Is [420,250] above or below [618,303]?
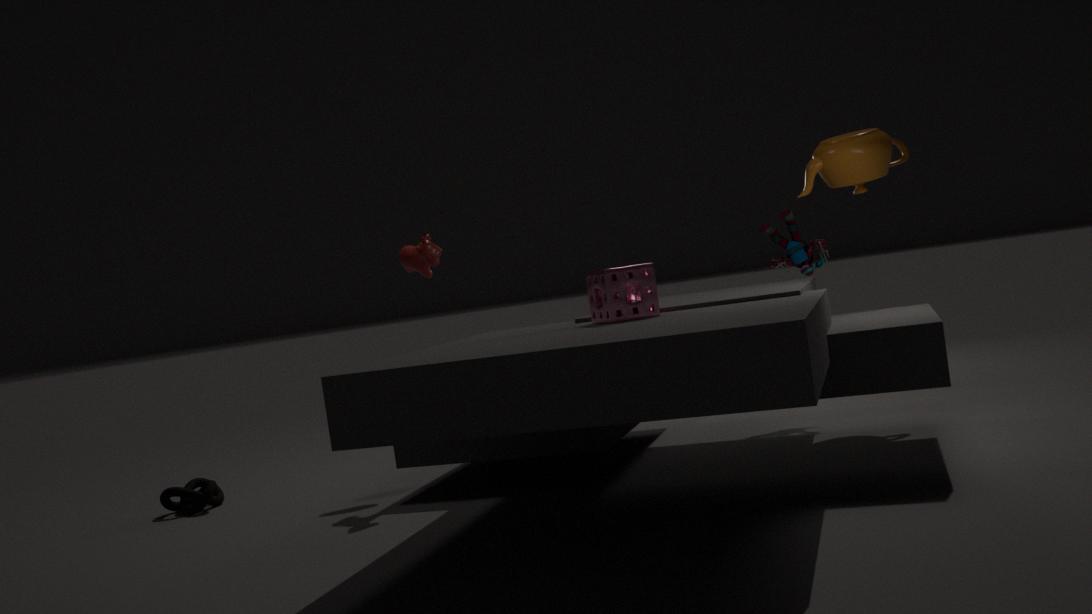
above
